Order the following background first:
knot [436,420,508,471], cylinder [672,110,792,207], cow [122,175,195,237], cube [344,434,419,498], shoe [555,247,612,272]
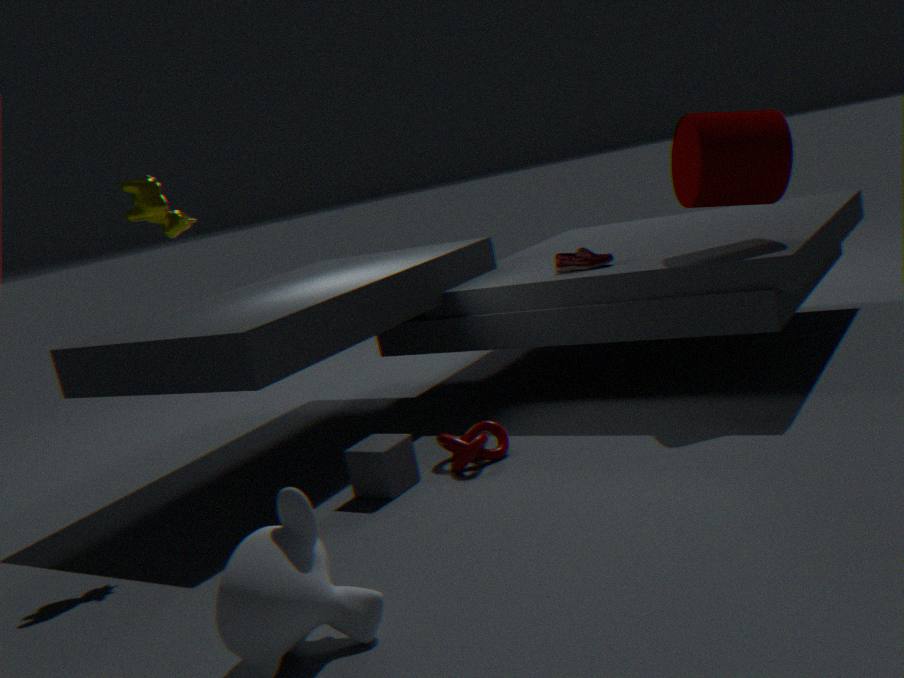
shoe [555,247,612,272] → cylinder [672,110,792,207] → knot [436,420,508,471] → cube [344,434,419,498] → cow [122,175,195,237]
